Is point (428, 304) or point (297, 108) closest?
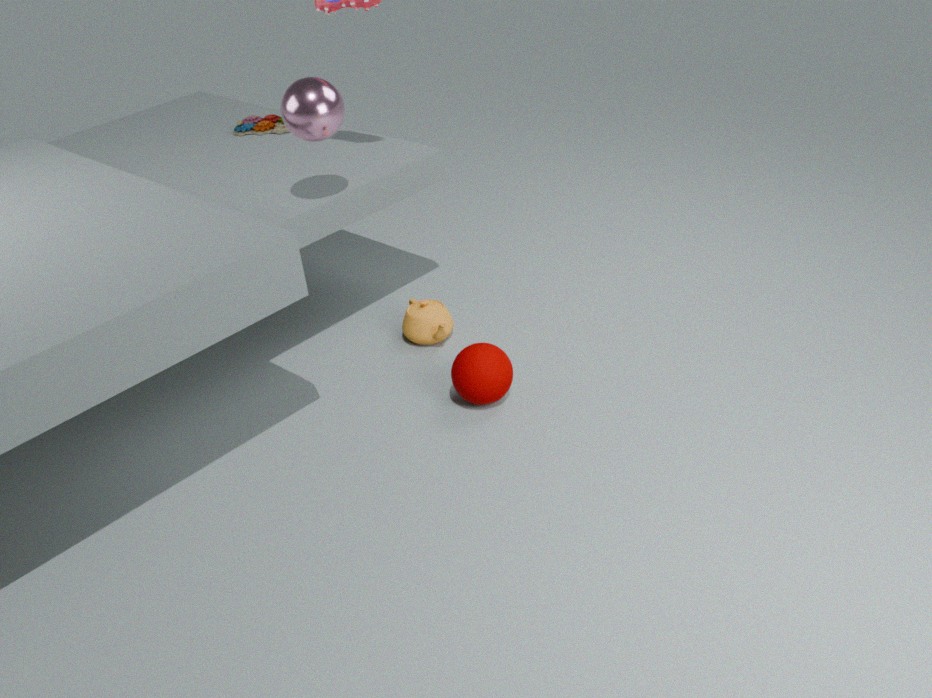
point (297, 108)
